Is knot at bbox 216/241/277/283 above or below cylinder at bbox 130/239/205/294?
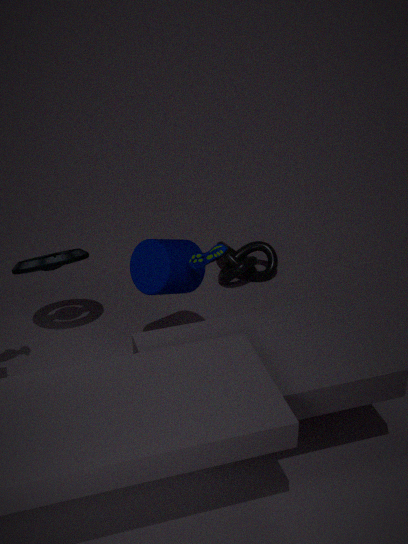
below
